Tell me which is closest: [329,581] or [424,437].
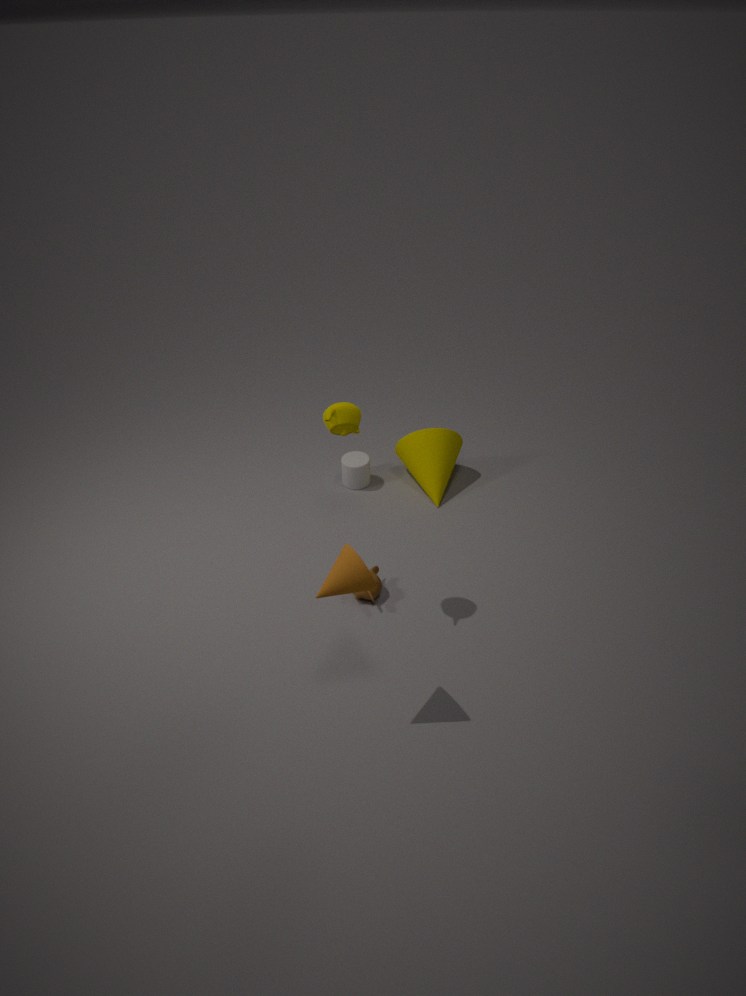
[329,581]
